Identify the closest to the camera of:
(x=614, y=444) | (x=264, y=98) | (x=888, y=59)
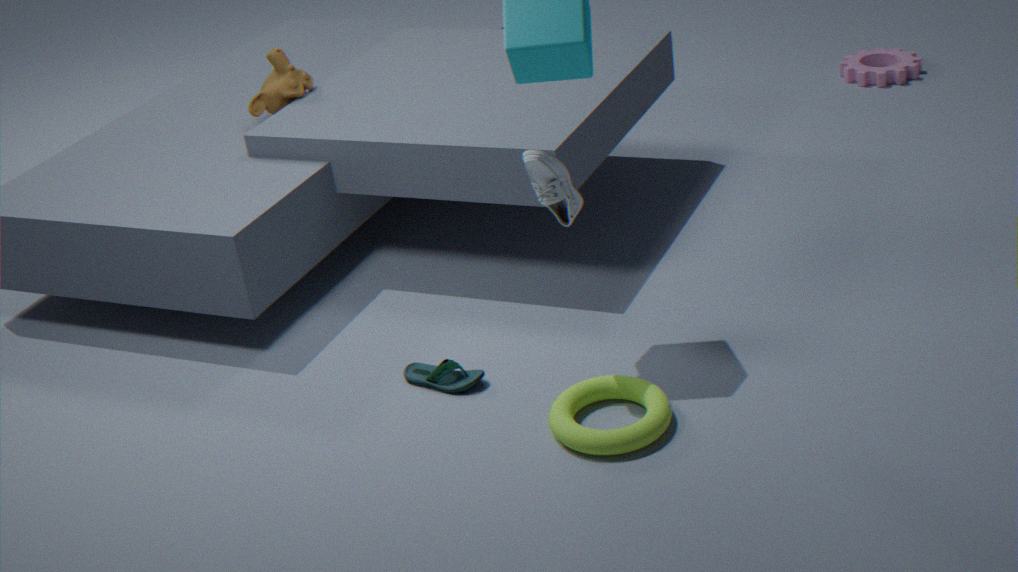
(x=614, y=444)
